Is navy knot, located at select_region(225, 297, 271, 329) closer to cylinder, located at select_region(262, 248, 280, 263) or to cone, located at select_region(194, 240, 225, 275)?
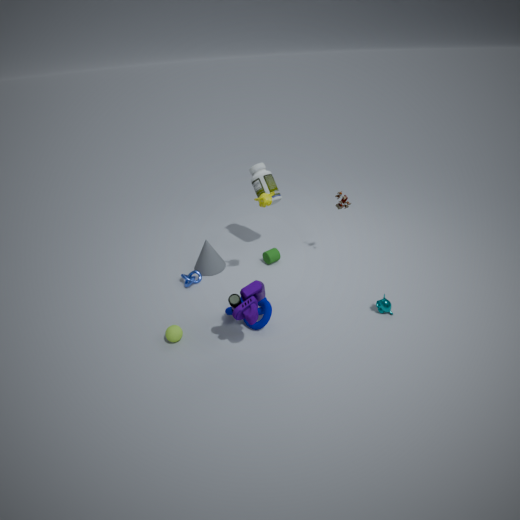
cylinder, located at select_region(262, 248, 280, 263)
